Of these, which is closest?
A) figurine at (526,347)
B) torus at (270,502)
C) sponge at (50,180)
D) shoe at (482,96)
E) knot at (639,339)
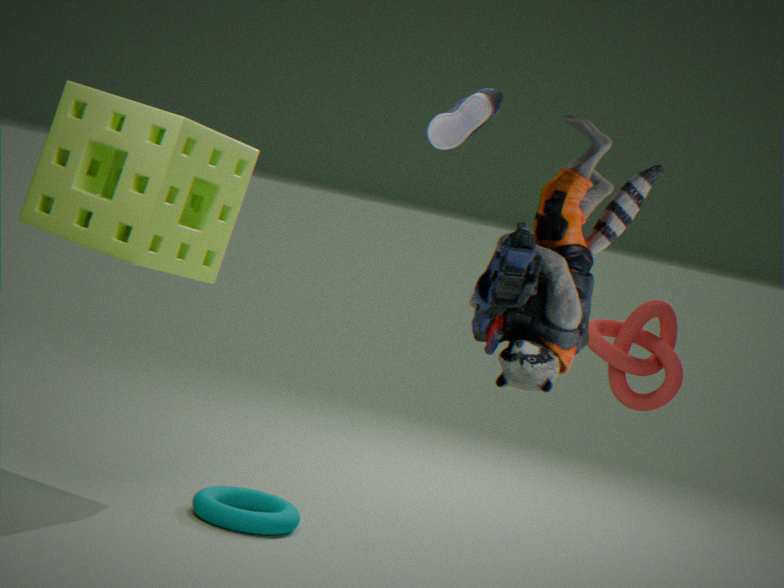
figurine at (526,347)
